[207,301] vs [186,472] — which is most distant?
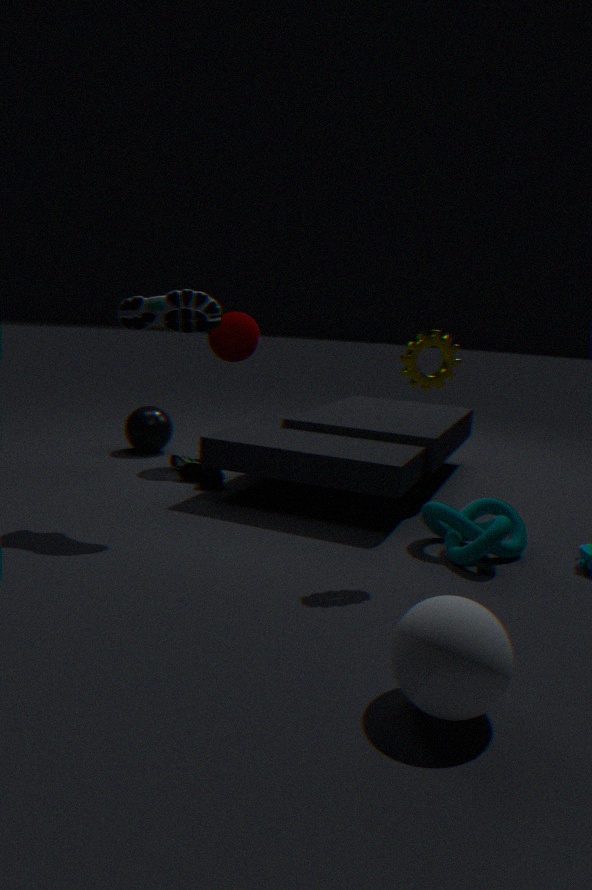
[186,472]
